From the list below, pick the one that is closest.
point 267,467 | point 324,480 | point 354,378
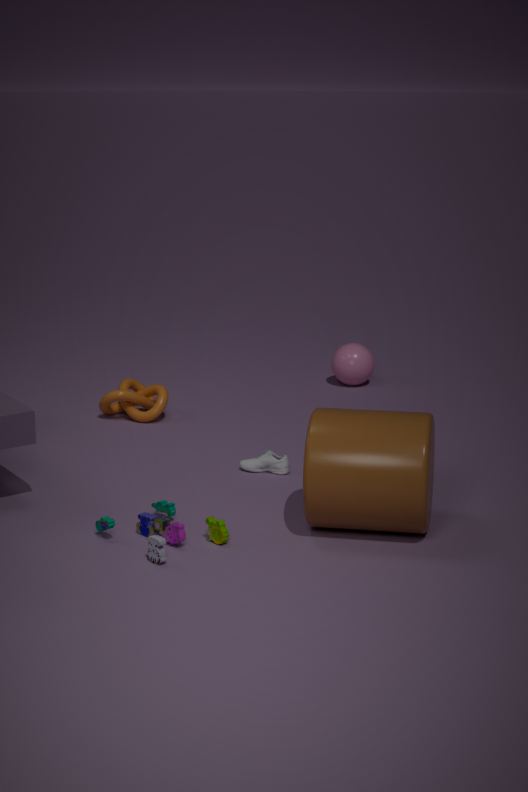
point 324,480
